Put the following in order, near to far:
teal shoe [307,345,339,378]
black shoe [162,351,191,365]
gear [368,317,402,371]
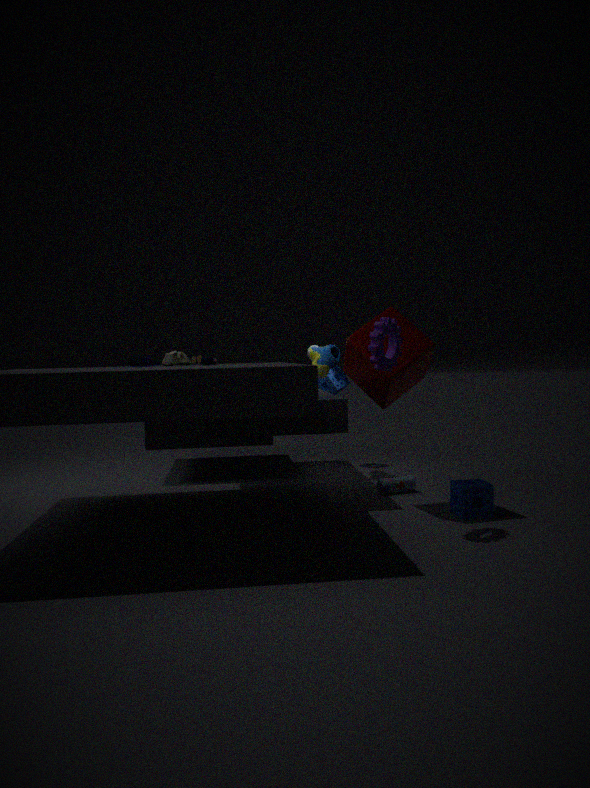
gear [368,317,402,371] < black shoe [162,351,191,365] < teal shoe [307,345,339,378]
